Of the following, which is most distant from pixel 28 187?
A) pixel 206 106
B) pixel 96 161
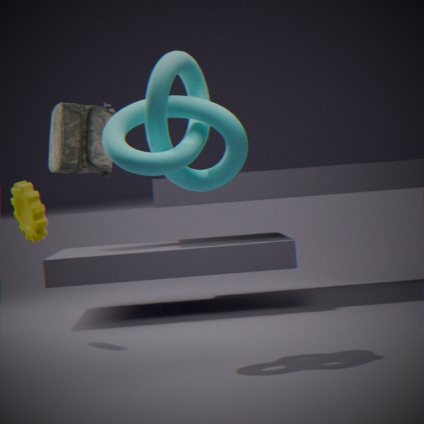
pixel 96 161
